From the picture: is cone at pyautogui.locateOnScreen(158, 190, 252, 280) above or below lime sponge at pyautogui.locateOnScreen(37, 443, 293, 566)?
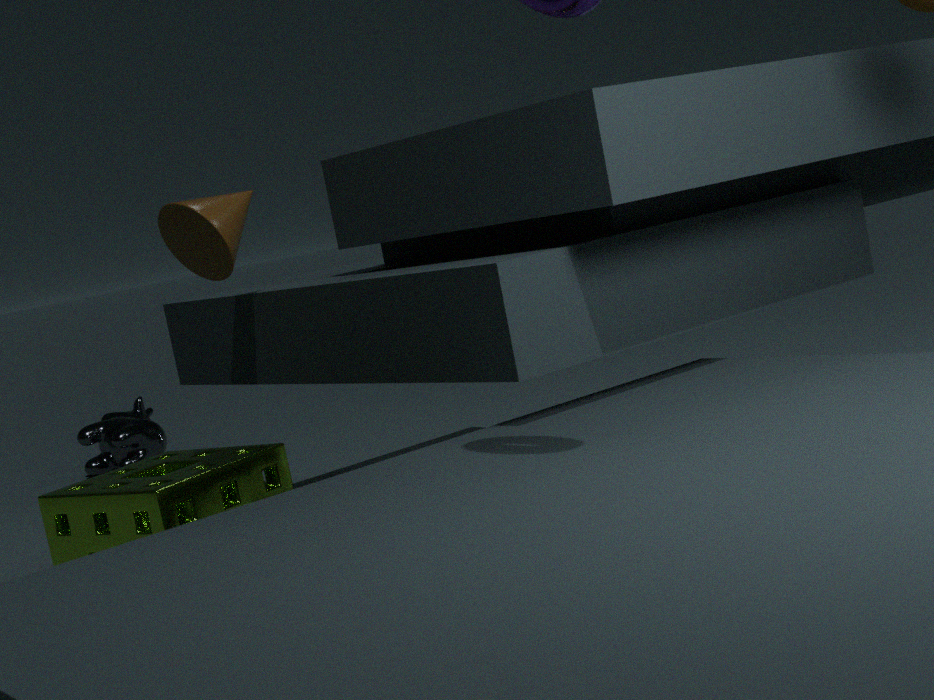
above
